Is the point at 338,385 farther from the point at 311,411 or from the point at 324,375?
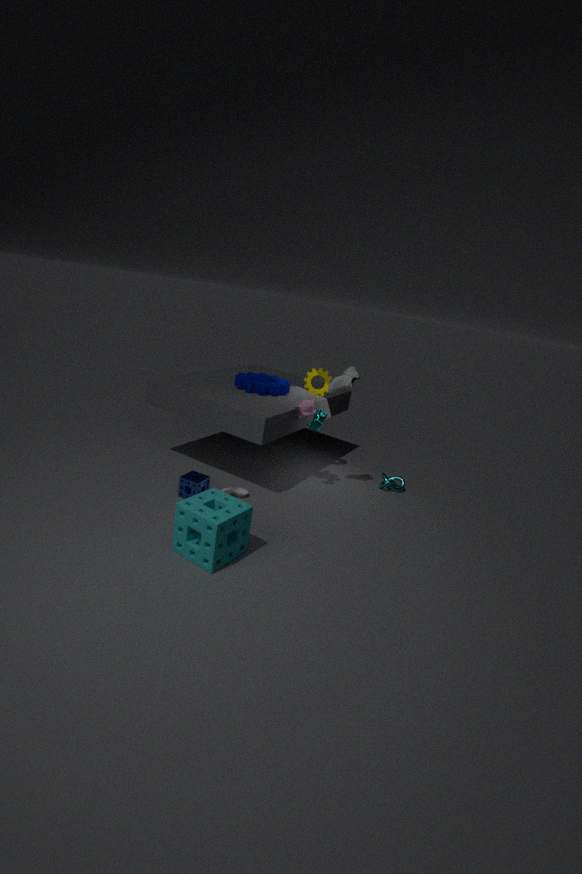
the point at 324,375
